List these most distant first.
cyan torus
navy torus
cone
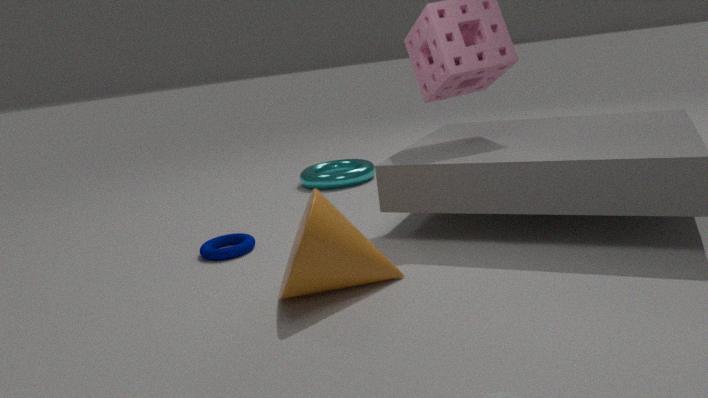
1. cyan torus
2. navy torus
3. cone
